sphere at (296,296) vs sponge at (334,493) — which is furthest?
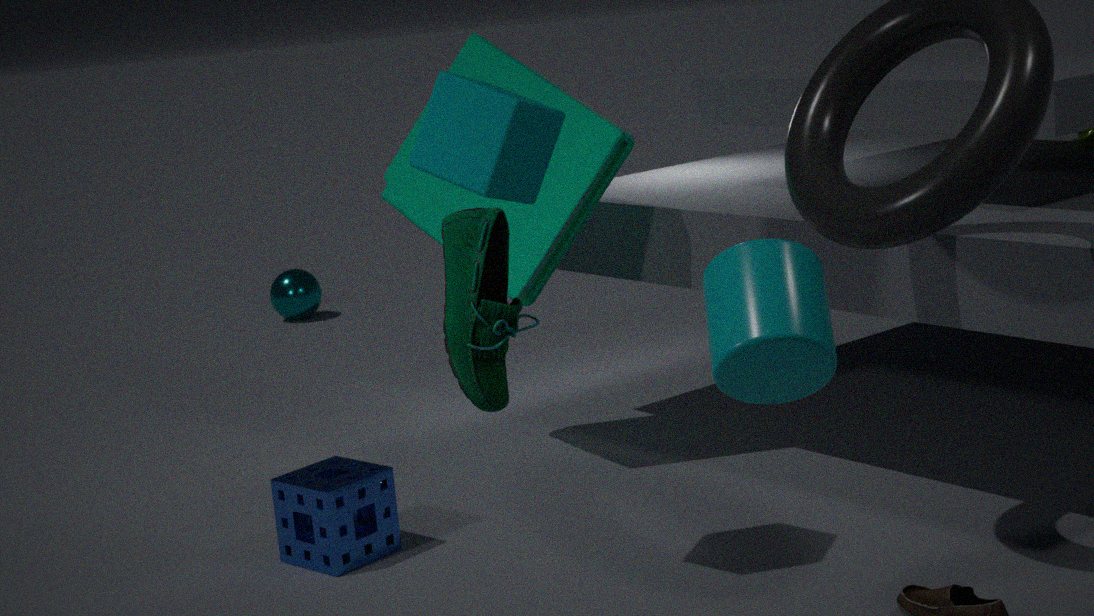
sphere at (296,296)
